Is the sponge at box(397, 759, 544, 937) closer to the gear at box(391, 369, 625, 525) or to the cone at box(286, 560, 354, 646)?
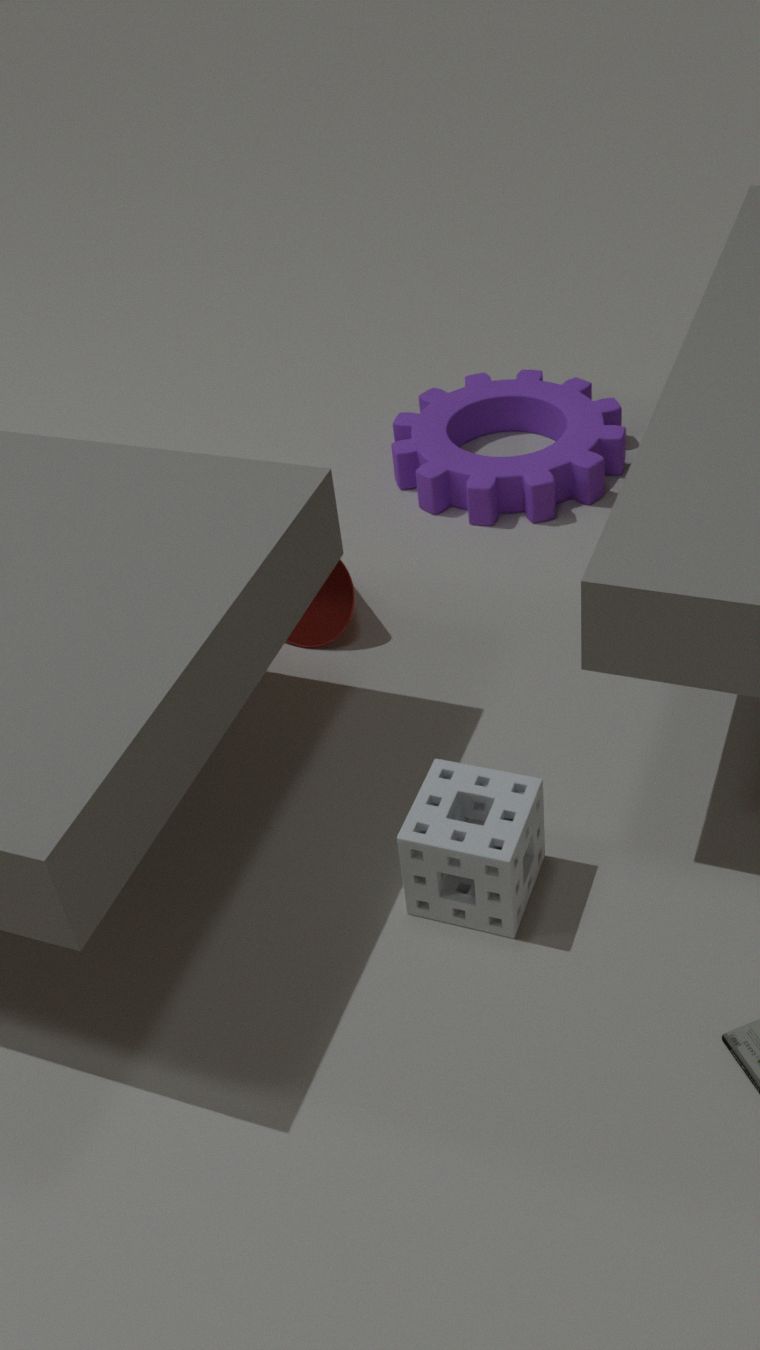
the cone at box(286, 560, 354, 646)
